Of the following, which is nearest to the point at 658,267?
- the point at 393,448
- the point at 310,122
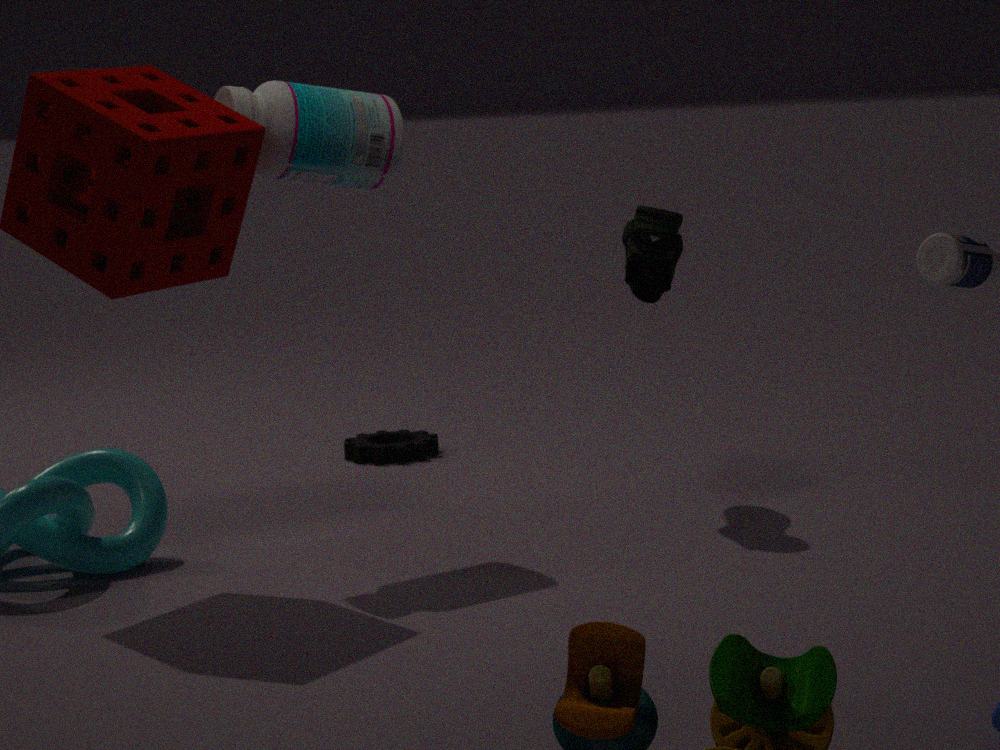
the point at 310,122
